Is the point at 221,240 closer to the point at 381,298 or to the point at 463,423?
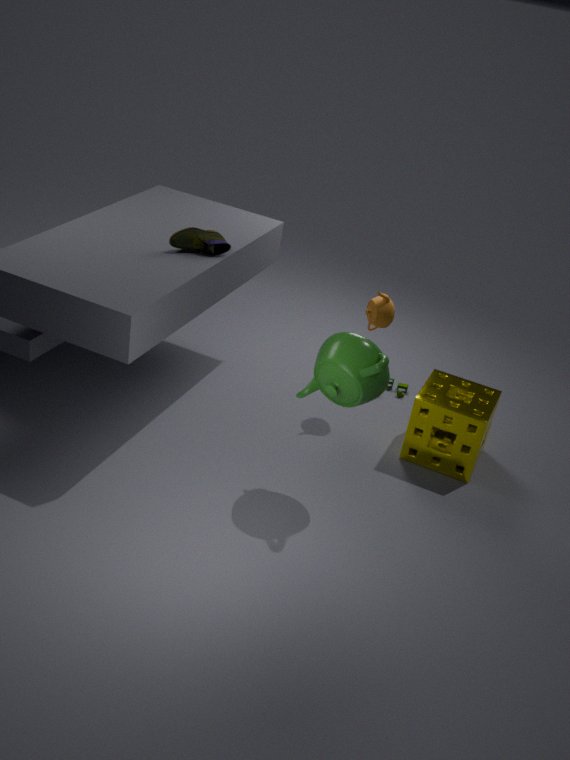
the point at 381,298
